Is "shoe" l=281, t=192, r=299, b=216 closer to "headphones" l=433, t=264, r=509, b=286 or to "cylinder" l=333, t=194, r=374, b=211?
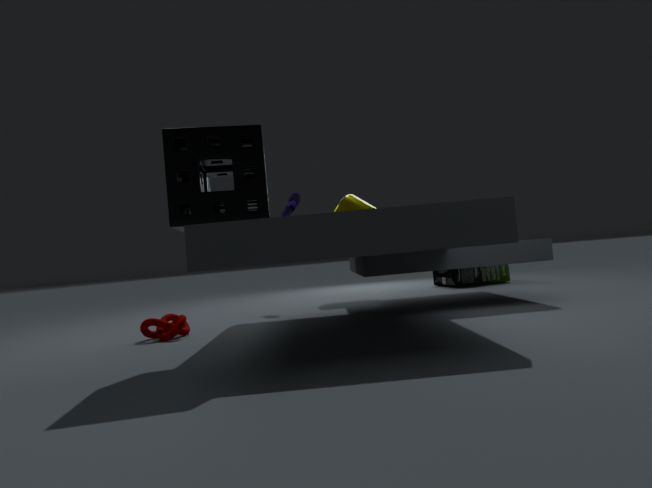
"cylinder" l=333, t=194, r=374, b=211
